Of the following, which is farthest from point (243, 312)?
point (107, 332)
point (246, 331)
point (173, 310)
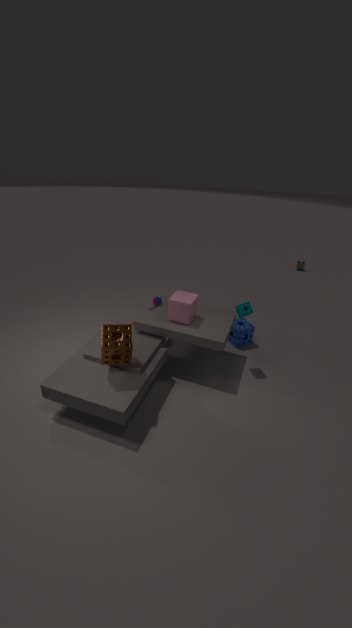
point (107, 332)
